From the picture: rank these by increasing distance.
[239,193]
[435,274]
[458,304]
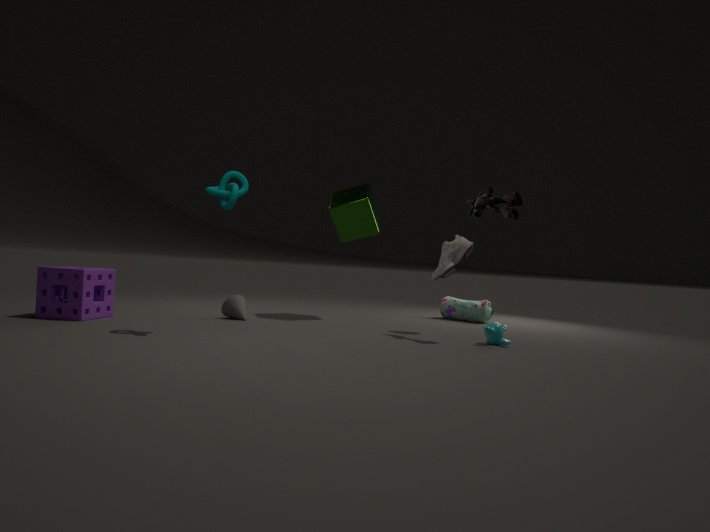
[239,193], [435,274], [458,304]
